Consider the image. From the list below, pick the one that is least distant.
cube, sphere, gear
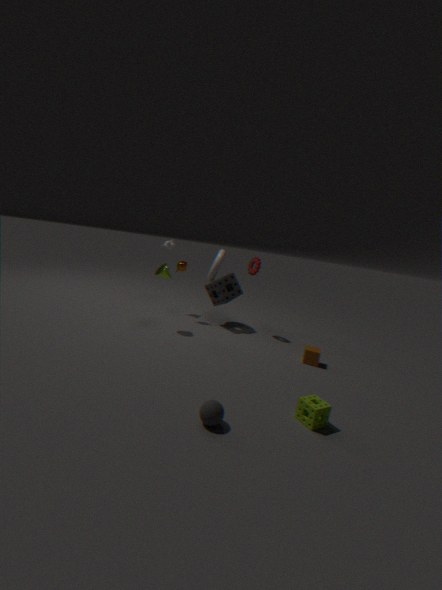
sphere
